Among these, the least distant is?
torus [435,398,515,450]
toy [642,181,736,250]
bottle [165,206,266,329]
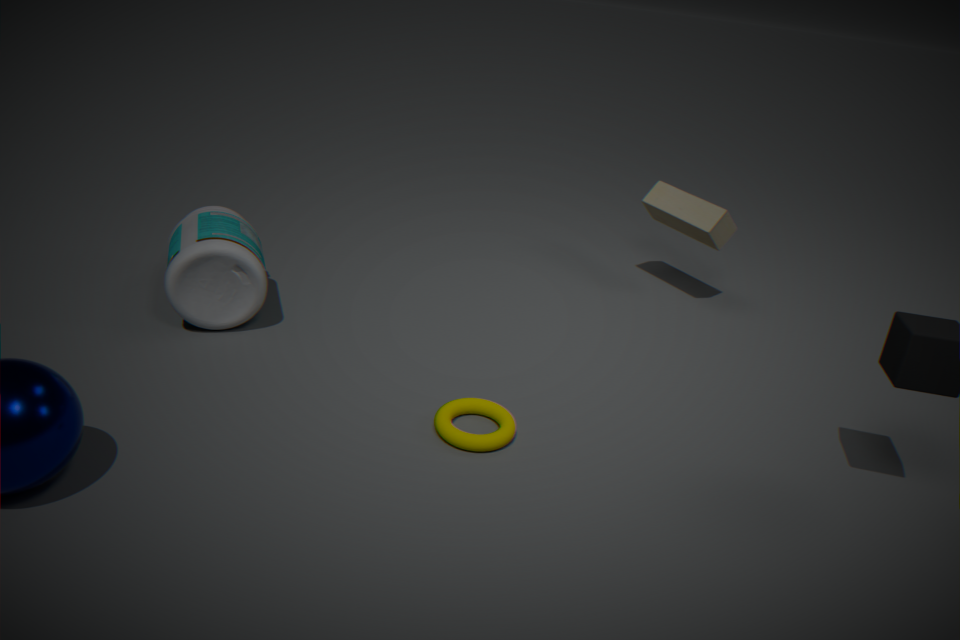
torus [435,398,515,450]
